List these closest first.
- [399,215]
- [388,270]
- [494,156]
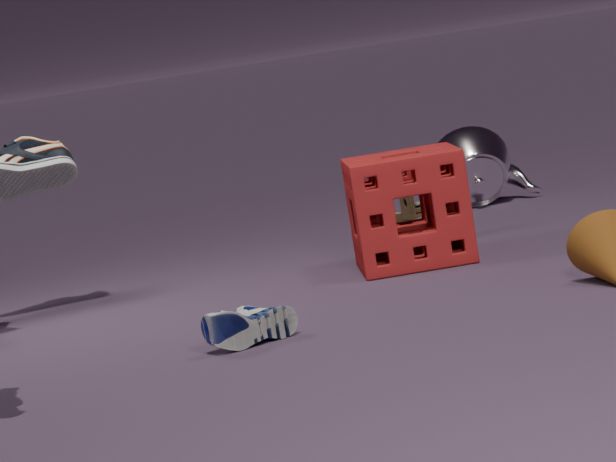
[388,270] < [399,215] < [494,156]
